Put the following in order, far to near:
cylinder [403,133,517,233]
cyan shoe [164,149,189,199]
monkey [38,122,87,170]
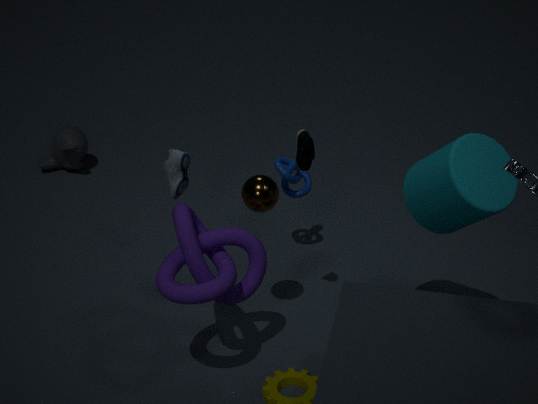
monkey [38,122,87,170] < cyan shoe [164,149,189,199] < cylinder [403,133,517,233]
